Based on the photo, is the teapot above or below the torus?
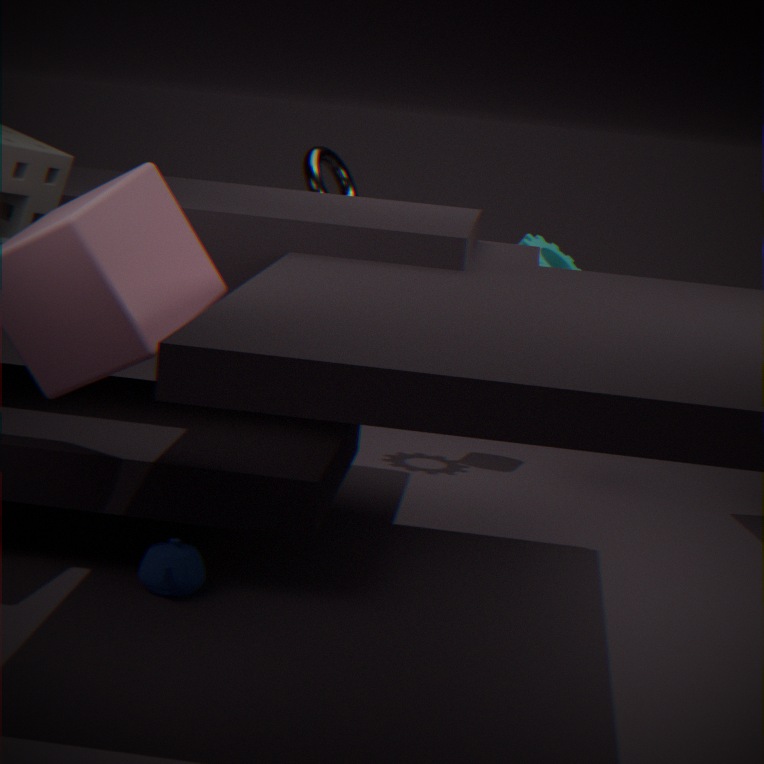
below
